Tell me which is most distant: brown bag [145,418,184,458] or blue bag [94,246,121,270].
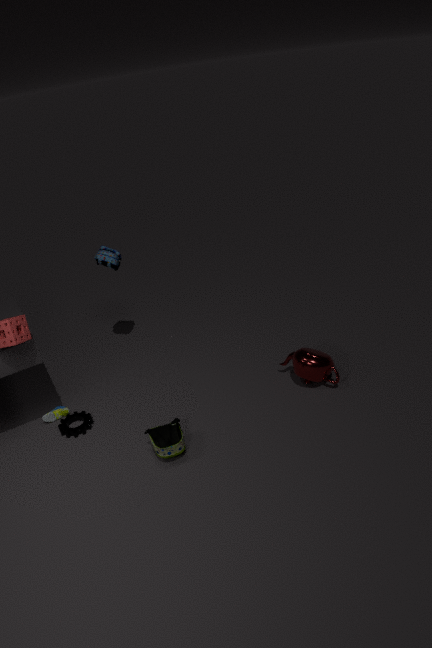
blue bag [94,246,121,270]
